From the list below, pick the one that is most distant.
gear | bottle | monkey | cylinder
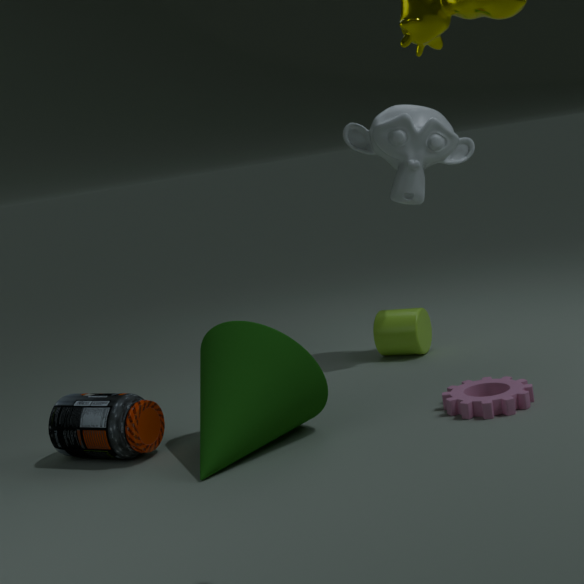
cylinder
